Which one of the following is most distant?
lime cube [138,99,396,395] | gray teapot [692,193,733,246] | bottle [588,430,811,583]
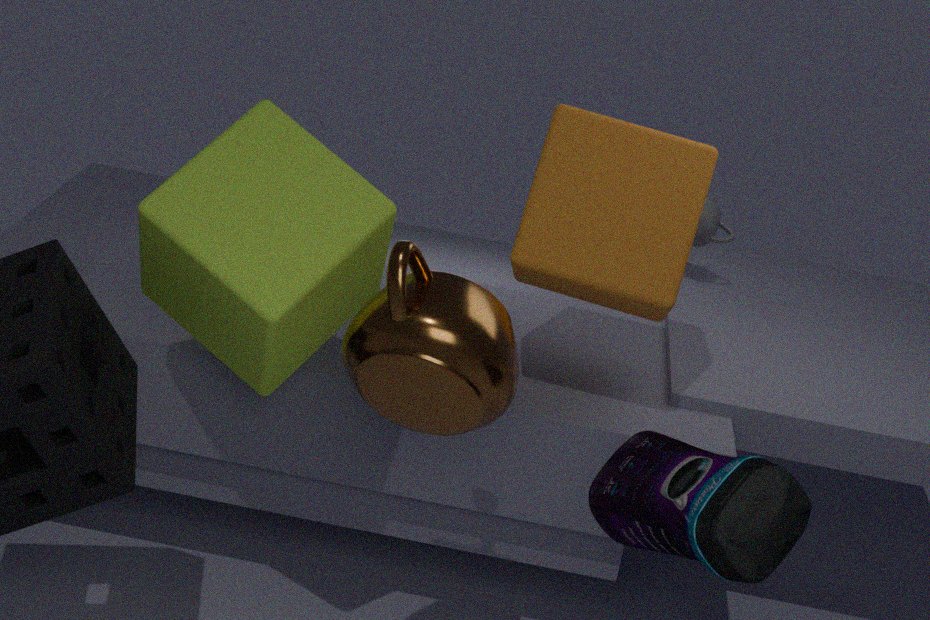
gray teapot [692,193,733,246]
